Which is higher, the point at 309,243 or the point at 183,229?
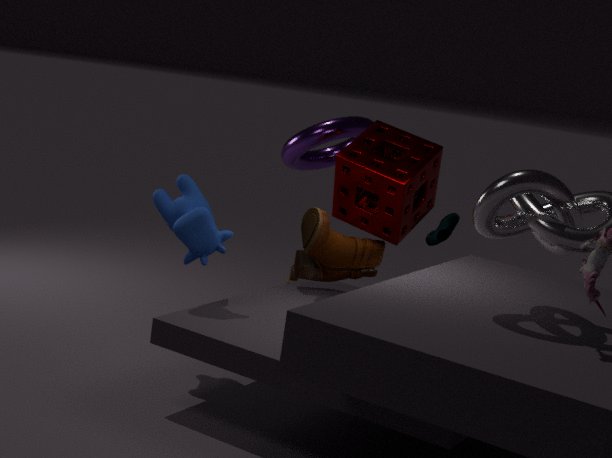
the point at 183,229
